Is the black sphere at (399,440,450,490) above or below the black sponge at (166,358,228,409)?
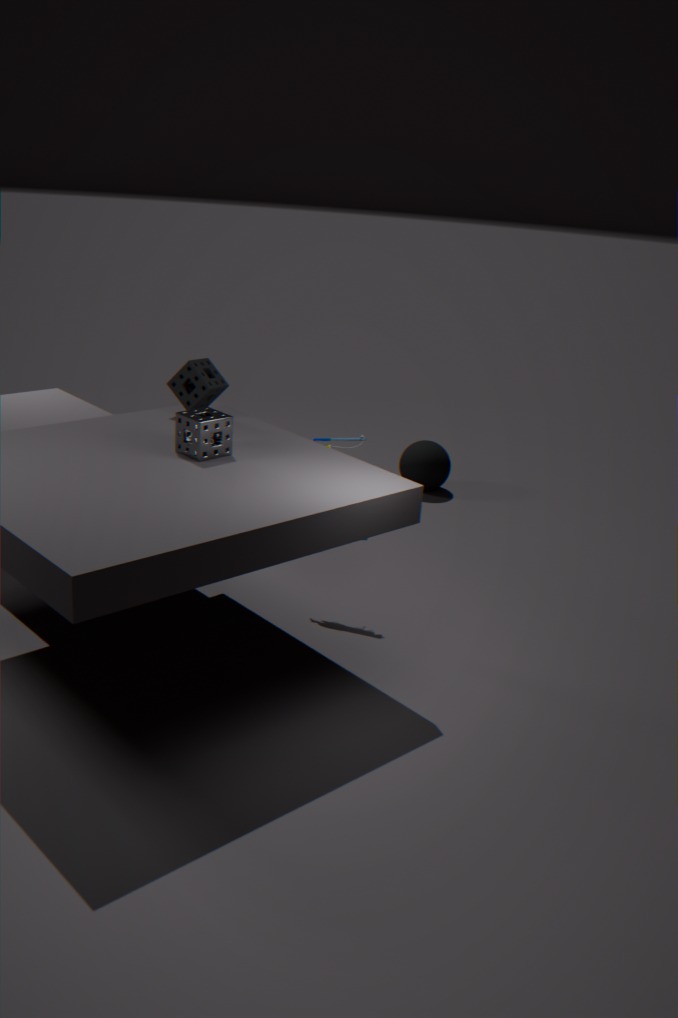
below
